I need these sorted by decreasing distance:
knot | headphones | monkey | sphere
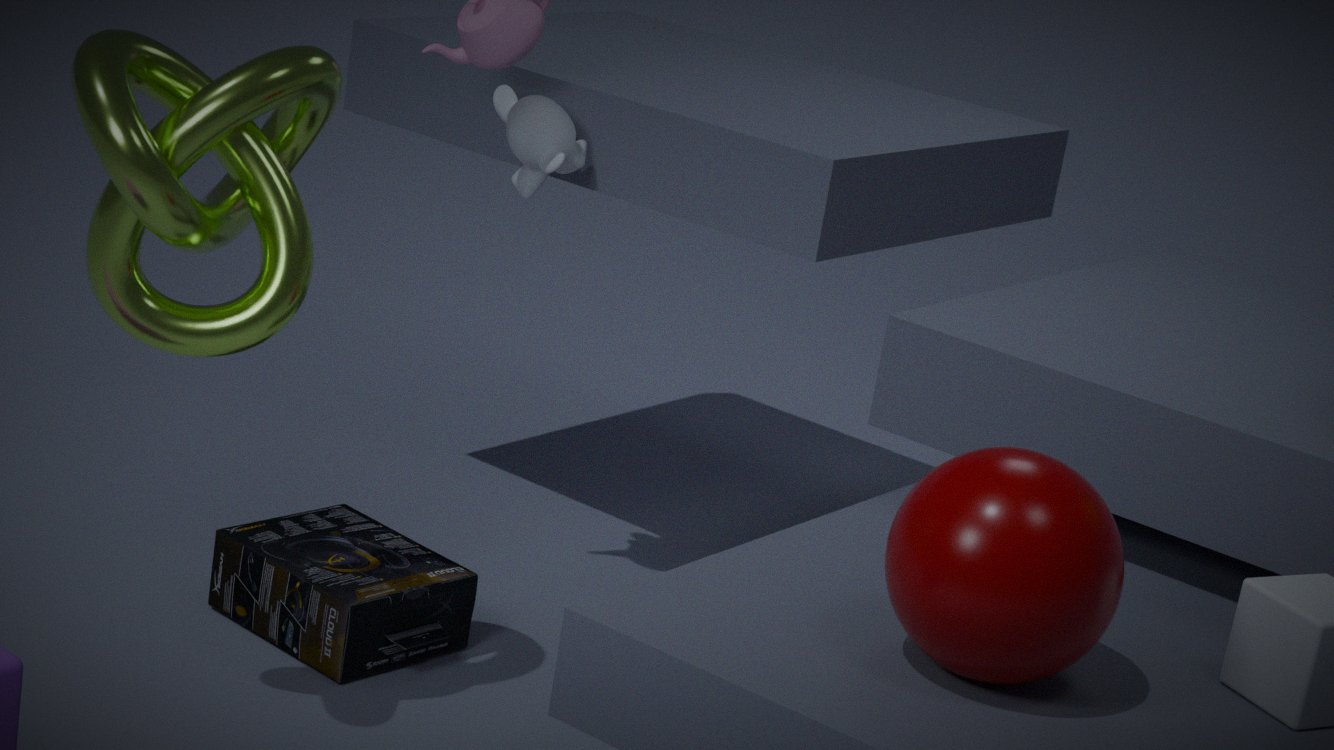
1. monkey
2. headphones
3. knot
4. sphere
